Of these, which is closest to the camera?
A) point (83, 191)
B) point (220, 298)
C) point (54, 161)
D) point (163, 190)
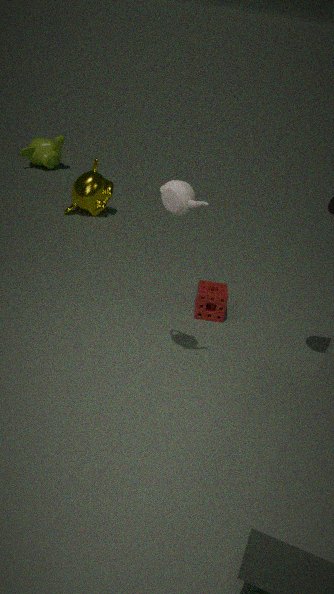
point (163, 190)
